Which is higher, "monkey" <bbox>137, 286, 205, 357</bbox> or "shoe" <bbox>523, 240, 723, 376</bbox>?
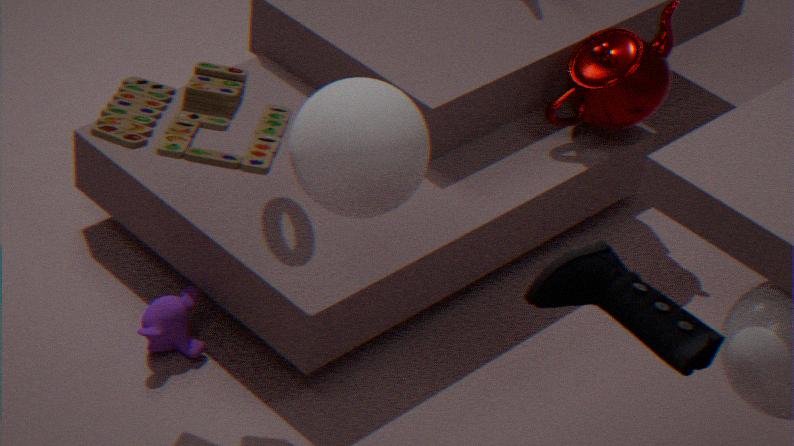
"shoe" <bbox>523, 240, 723, 376</bbox>
